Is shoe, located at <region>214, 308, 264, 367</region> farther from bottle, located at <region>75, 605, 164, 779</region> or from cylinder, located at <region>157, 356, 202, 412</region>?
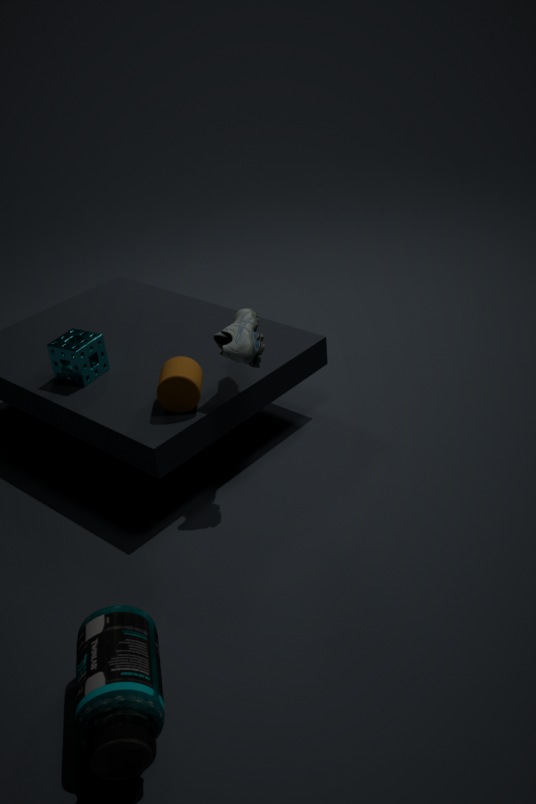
bottle, located at <region>75, 605, 164, 779</region>
